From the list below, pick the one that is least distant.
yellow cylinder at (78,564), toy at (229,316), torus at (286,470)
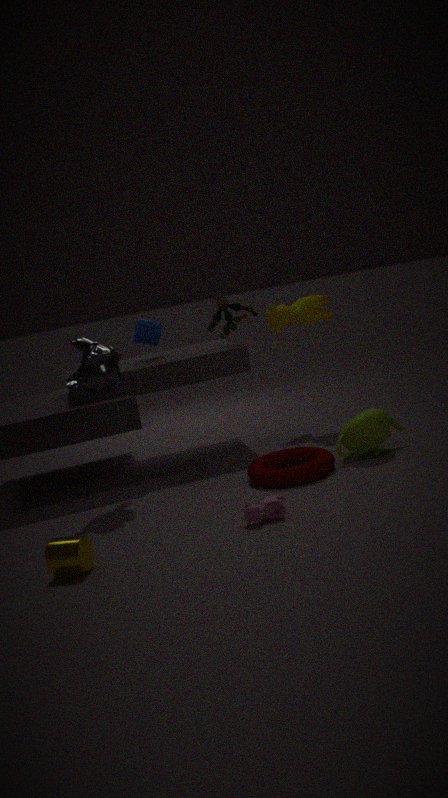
yellow cylinder at (78,564)
